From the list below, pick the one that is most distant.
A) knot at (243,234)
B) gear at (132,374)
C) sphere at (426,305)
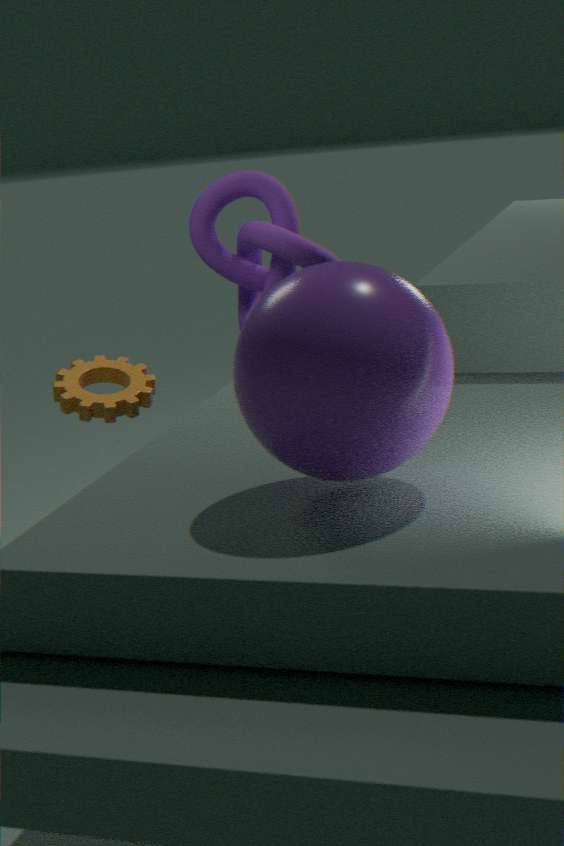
knot at (243,234)
